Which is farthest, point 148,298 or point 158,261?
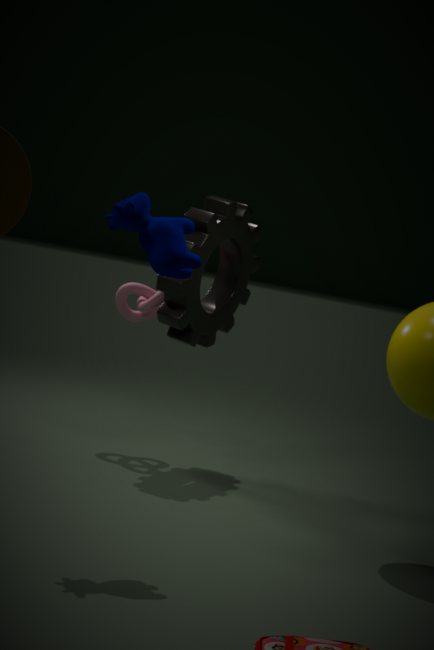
point 148,298
